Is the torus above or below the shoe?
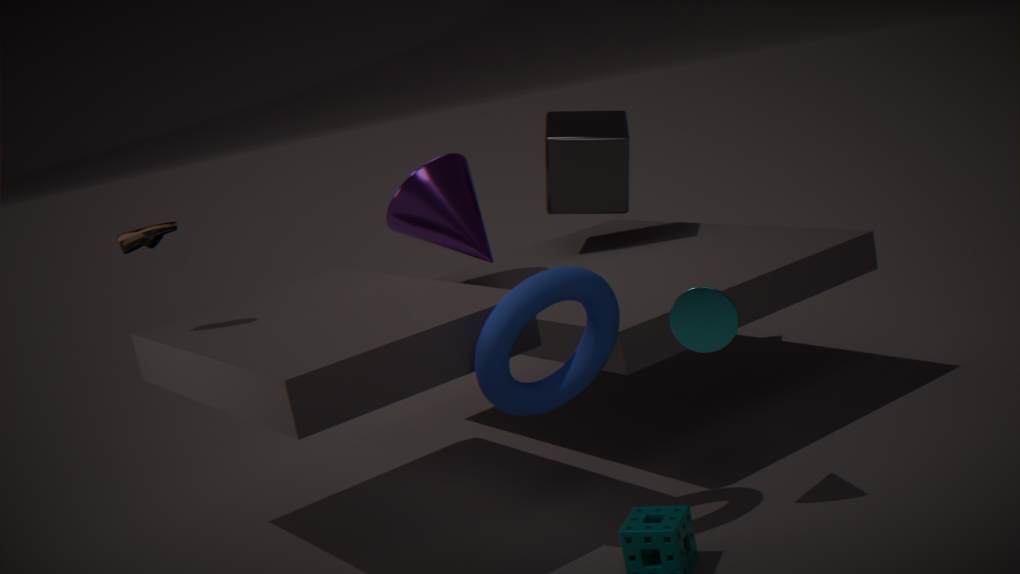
below
